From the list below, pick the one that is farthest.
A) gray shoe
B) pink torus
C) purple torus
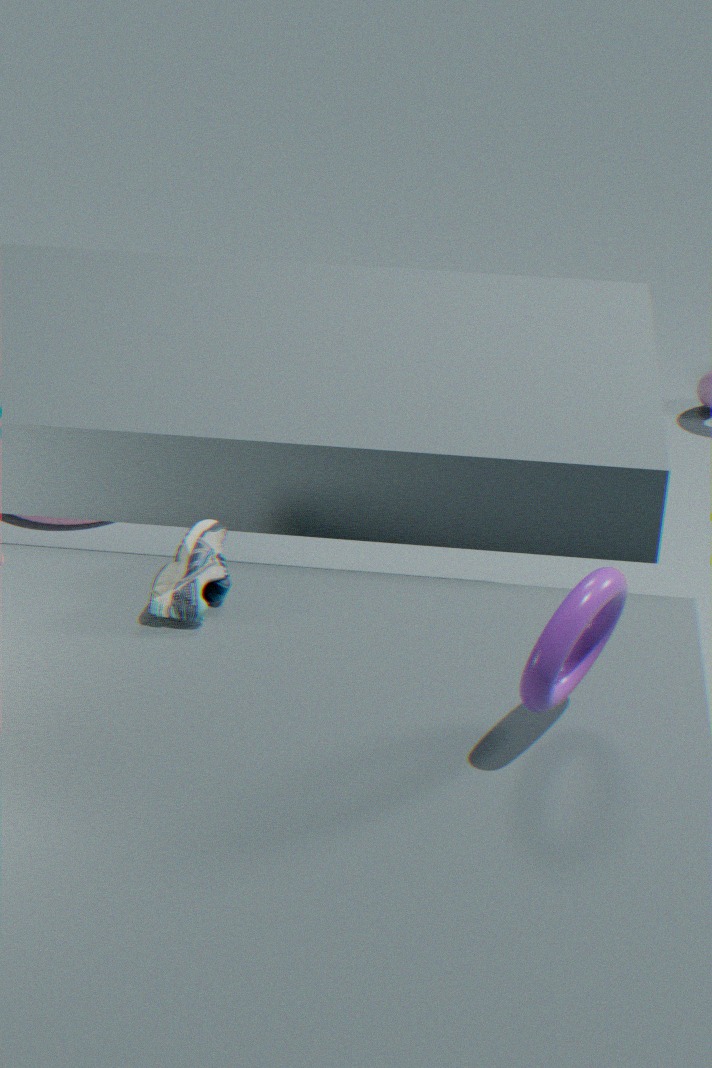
pink torus
